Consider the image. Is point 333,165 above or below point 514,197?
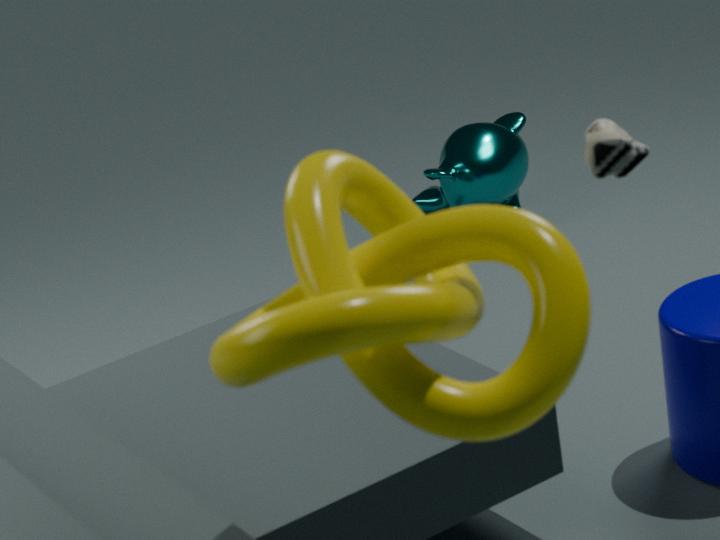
above
